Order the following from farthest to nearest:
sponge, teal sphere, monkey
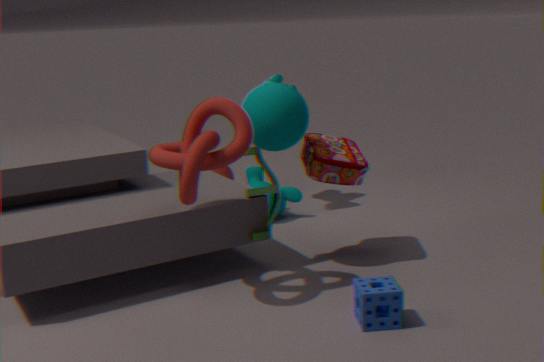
monkey < teal sphere < sponge
